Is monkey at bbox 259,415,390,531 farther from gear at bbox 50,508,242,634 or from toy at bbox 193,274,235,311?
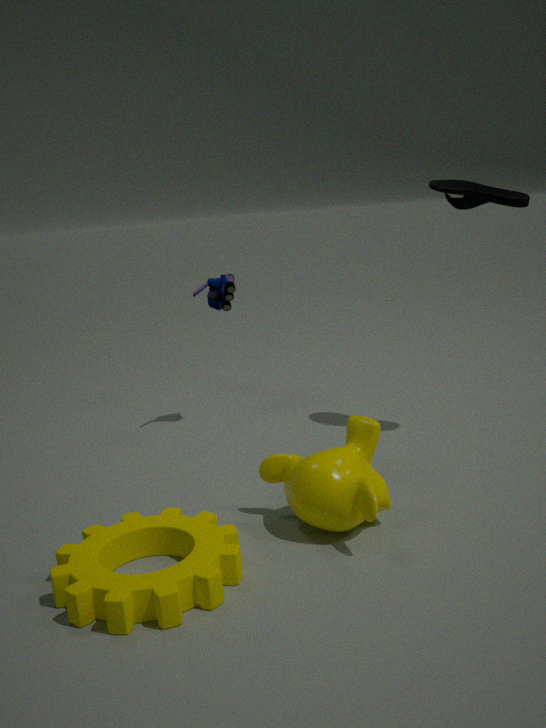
toy at bbox 193,274,235,311
